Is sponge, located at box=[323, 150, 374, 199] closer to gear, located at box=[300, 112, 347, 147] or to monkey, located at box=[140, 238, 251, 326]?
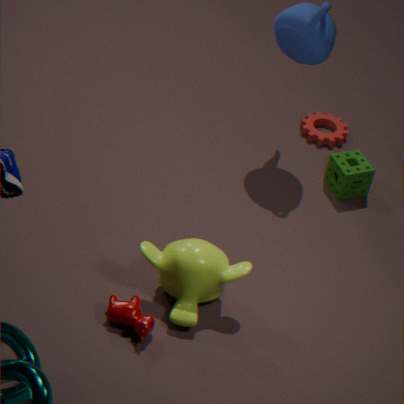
gear, located at box=[300, 112, 347, 147]
